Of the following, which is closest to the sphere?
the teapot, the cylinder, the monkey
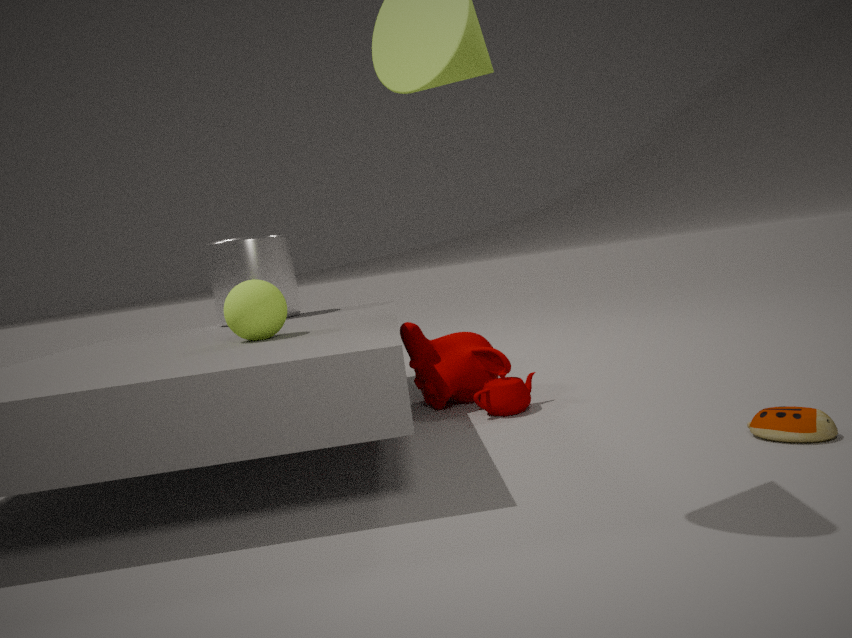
the monkey
